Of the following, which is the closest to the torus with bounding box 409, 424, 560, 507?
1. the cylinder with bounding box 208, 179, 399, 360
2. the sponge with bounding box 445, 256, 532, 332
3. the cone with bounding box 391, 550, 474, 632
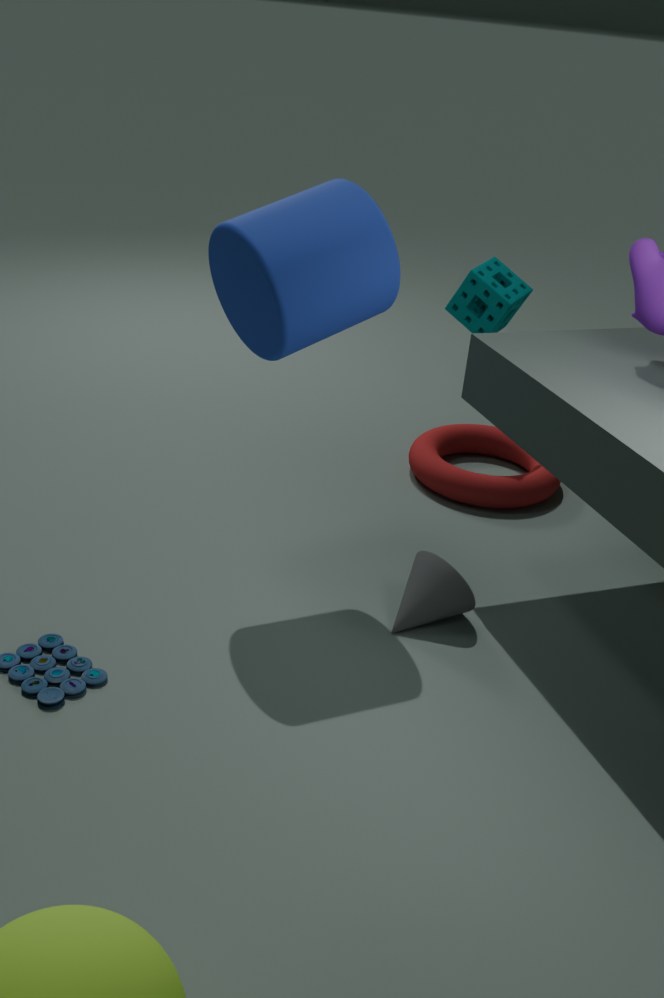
the sponge with bounding box 445, 256, 532, 332
